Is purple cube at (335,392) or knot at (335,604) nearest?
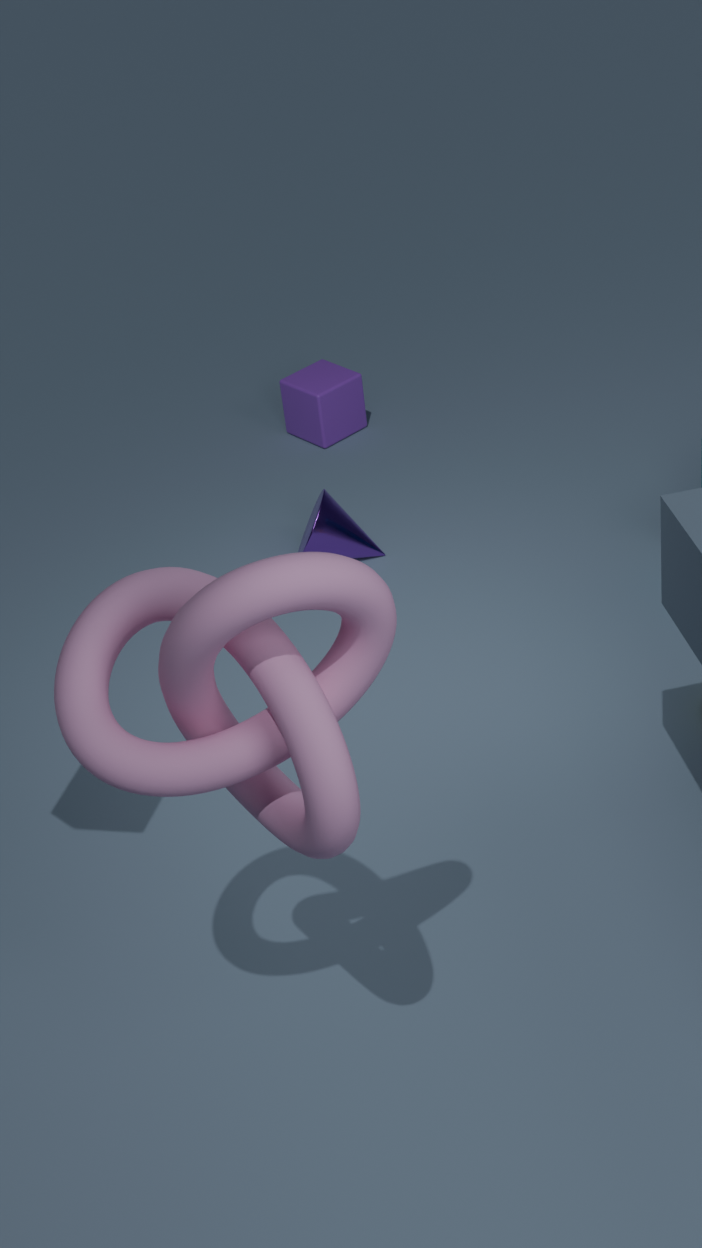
knot at (335,604)
